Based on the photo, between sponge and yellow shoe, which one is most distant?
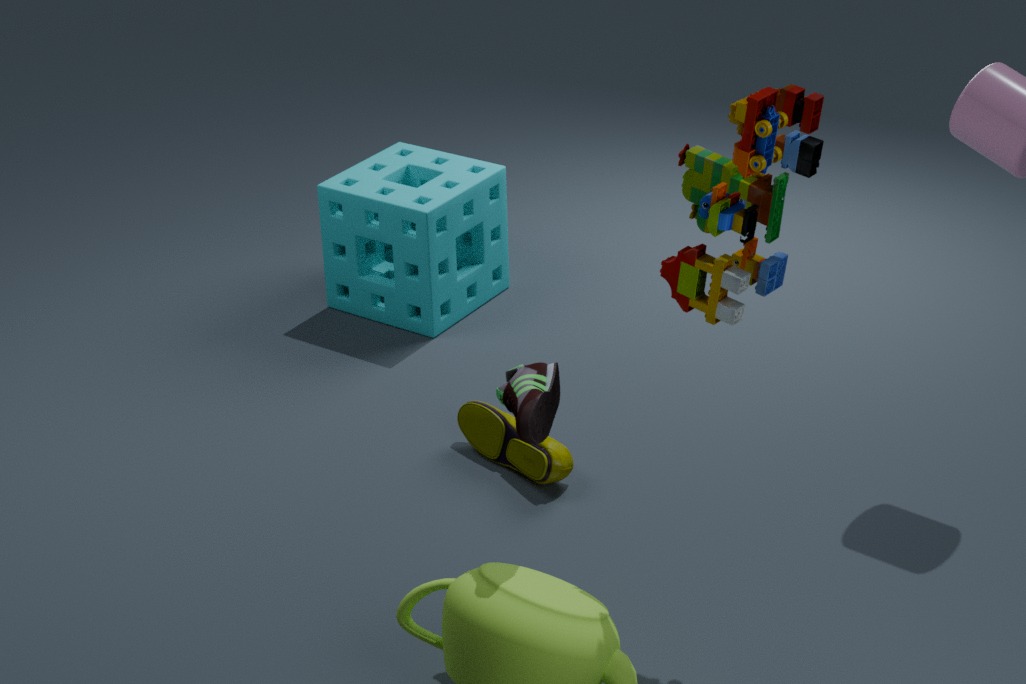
sponge
